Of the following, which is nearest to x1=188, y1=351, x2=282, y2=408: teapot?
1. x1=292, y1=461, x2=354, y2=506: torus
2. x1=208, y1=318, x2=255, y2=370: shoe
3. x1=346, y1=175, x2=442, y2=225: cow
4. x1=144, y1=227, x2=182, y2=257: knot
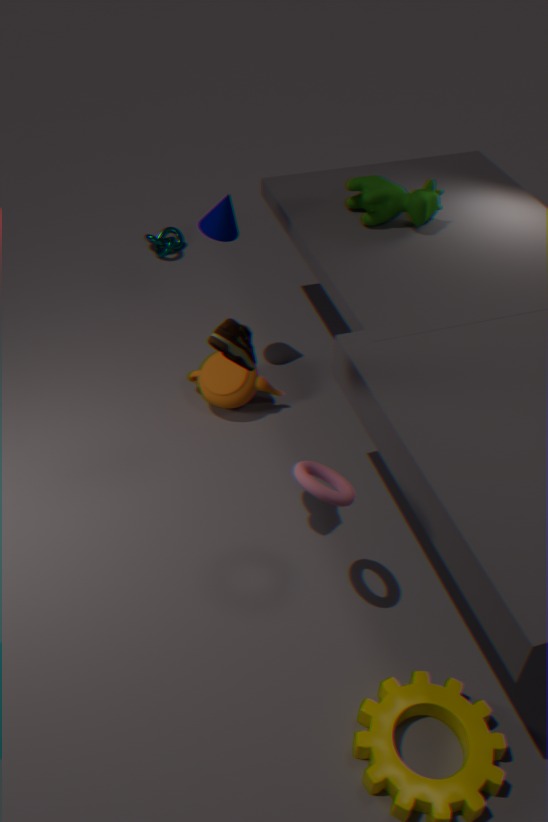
x1=208, y1=318, x2=255, y2=370: shoe
